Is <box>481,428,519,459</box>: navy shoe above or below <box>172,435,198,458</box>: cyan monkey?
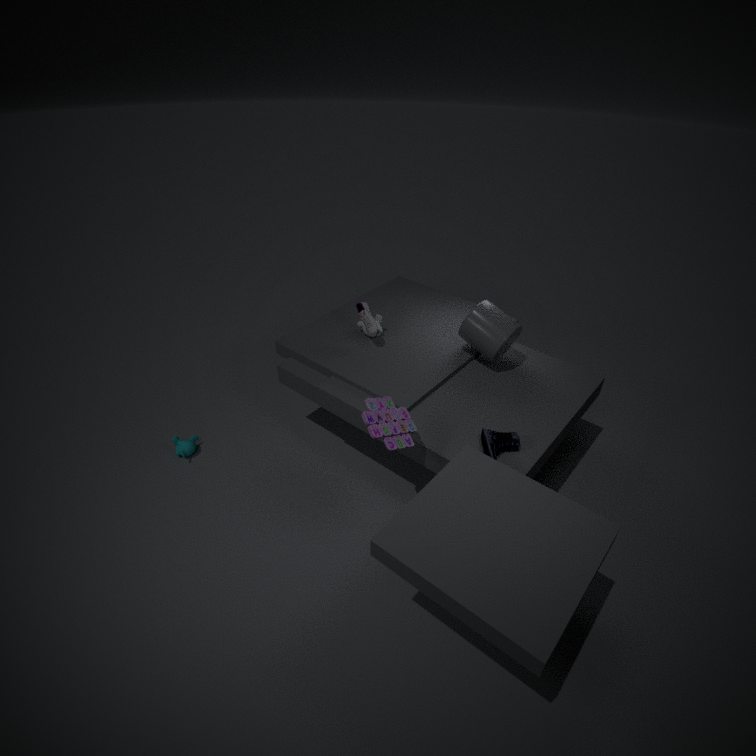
above
